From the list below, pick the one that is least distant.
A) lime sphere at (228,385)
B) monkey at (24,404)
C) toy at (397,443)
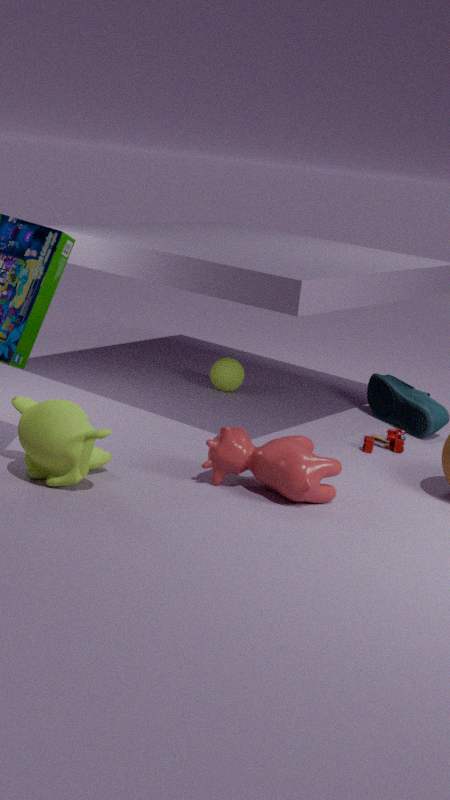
monkey at (24,404)
